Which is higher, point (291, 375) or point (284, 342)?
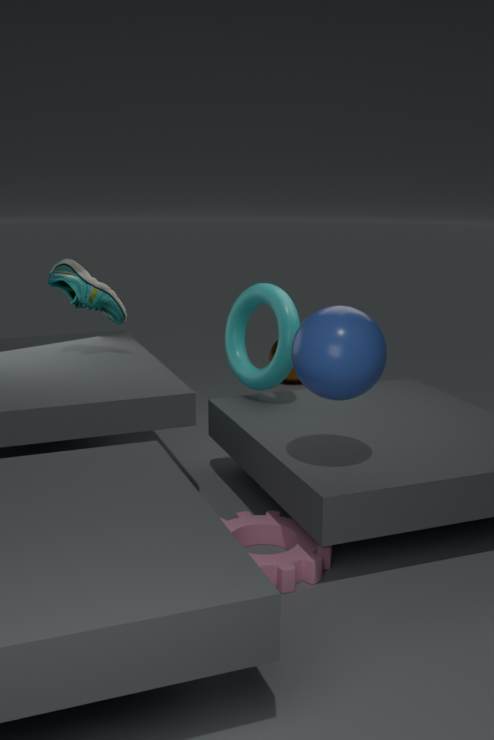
point (284, 342)
